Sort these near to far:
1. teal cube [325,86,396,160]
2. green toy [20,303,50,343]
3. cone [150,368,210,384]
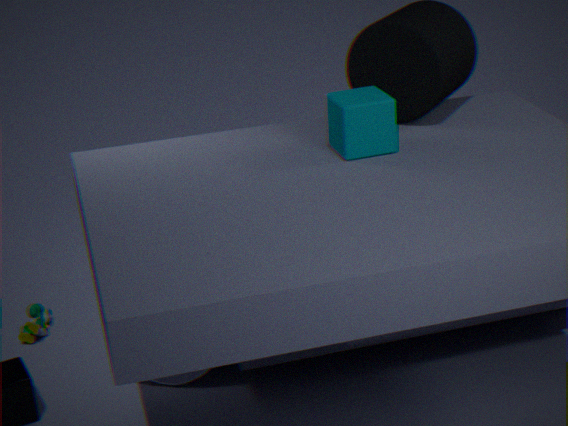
teal cube [325,86,396,160] → cone [150,368,210,384] → green toy [20,303,50,343]
